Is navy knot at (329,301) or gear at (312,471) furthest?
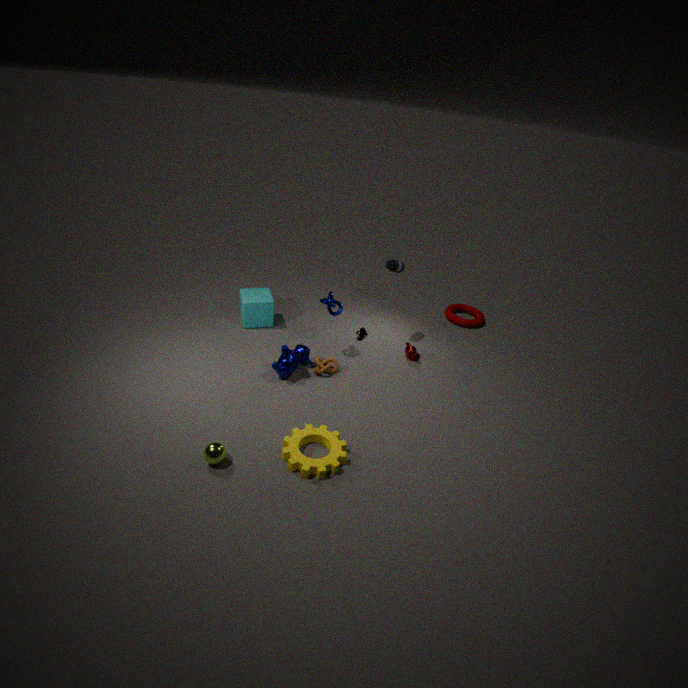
navy knot at (329,301)
